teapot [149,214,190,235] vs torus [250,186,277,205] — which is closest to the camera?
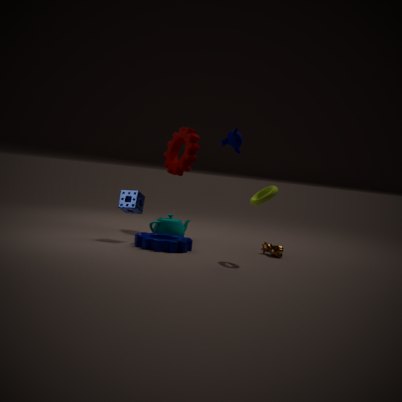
torus [250,186,277,205]
